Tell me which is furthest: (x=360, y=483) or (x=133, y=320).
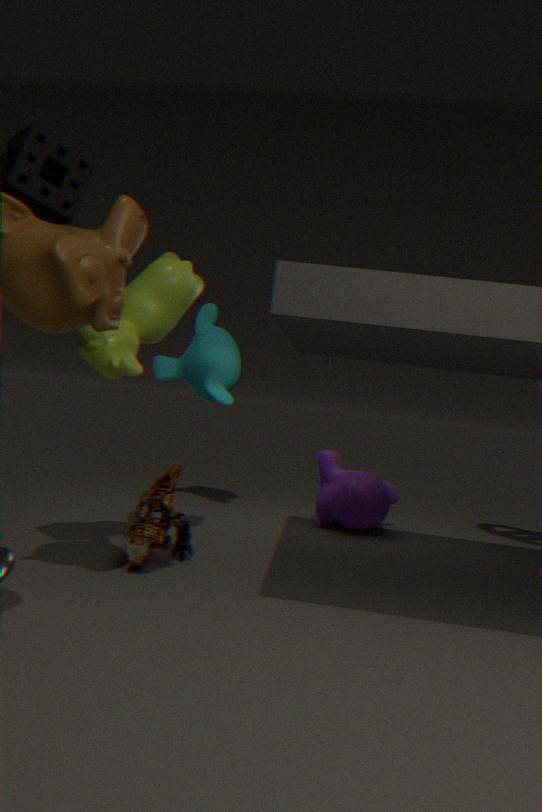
(x=360, y=483)
